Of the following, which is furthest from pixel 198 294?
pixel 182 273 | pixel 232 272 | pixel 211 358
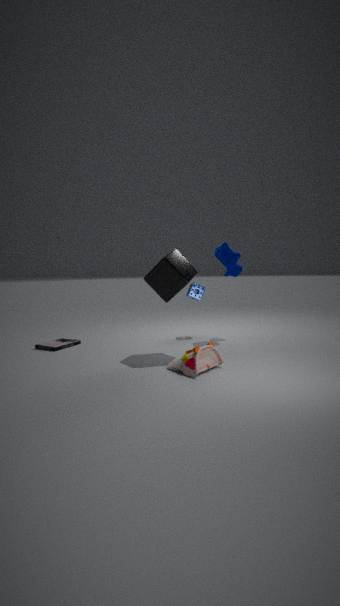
pixel 211 358
